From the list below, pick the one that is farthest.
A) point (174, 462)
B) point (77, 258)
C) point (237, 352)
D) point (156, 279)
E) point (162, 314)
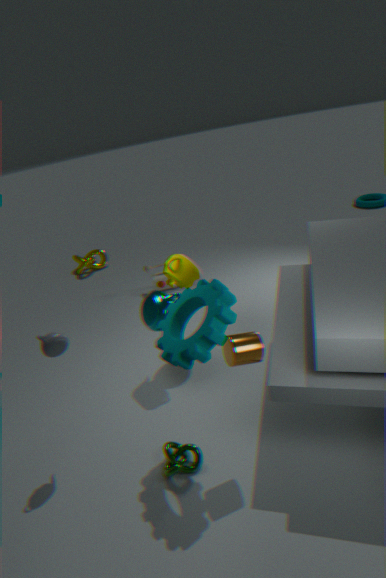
point (77, 258)
